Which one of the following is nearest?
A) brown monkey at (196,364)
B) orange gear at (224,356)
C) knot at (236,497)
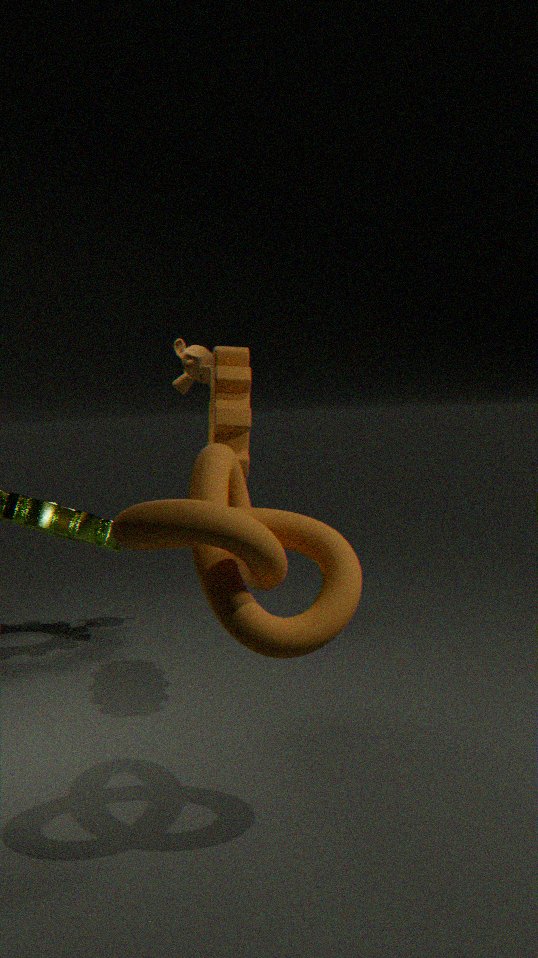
knot at (236,497)
